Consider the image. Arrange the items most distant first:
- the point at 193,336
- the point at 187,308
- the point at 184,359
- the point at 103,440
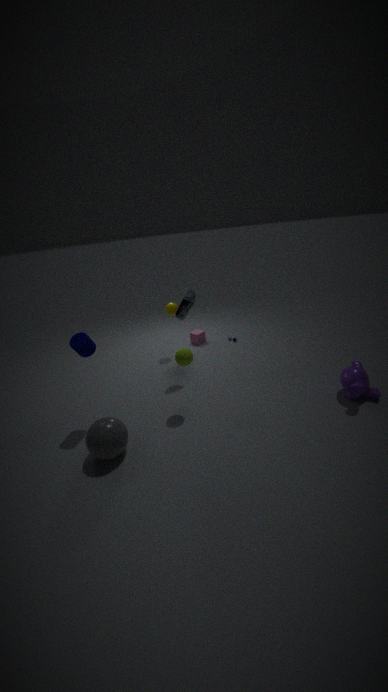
the point at 193,336 → the point at 187,308 → the point at 184,359 → the point at 103,440
